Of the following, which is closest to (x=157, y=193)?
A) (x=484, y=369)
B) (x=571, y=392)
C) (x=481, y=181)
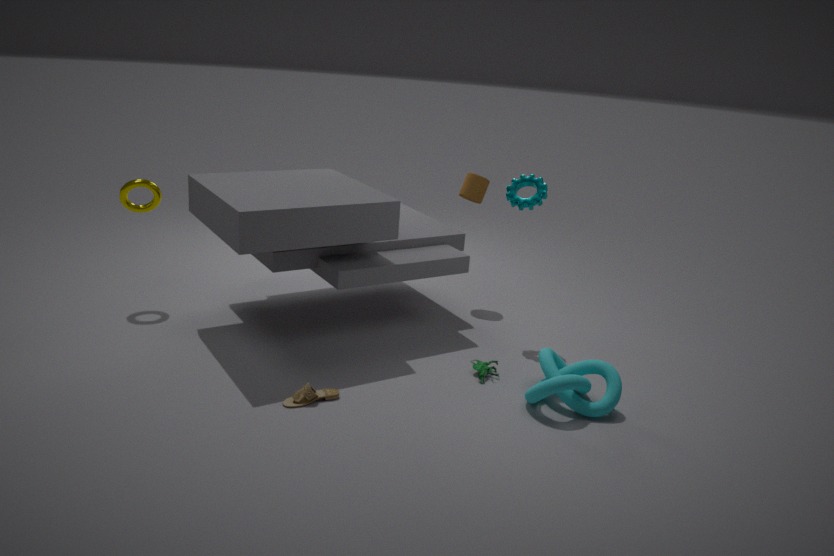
(x=481, y=181)
